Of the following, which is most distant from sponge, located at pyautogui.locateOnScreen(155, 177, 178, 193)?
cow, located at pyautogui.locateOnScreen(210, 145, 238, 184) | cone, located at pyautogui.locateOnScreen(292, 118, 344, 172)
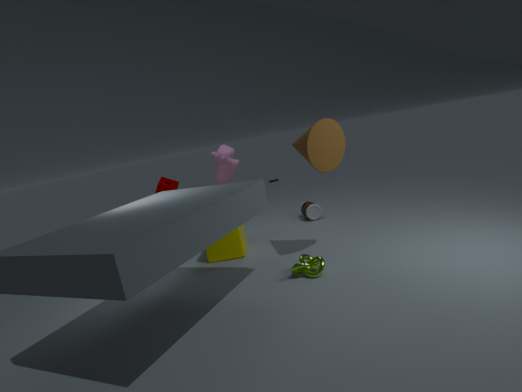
cone, located at pyautogui.locateOnScreen(292, 118, 344, 172)
